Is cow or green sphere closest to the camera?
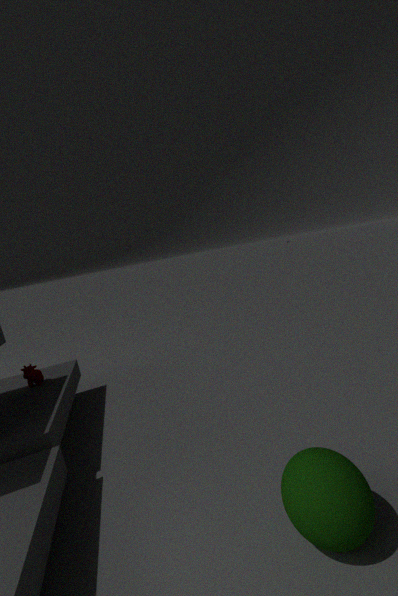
green sphere
